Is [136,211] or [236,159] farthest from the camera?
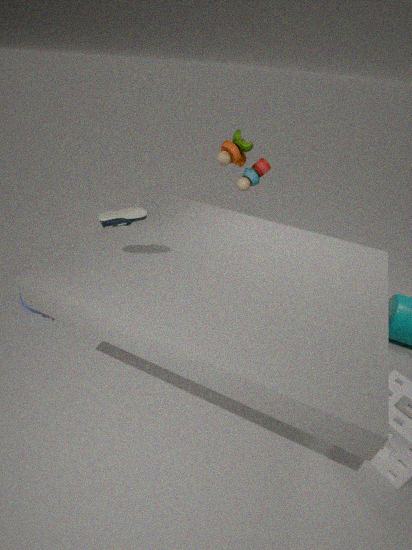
[236,159]
